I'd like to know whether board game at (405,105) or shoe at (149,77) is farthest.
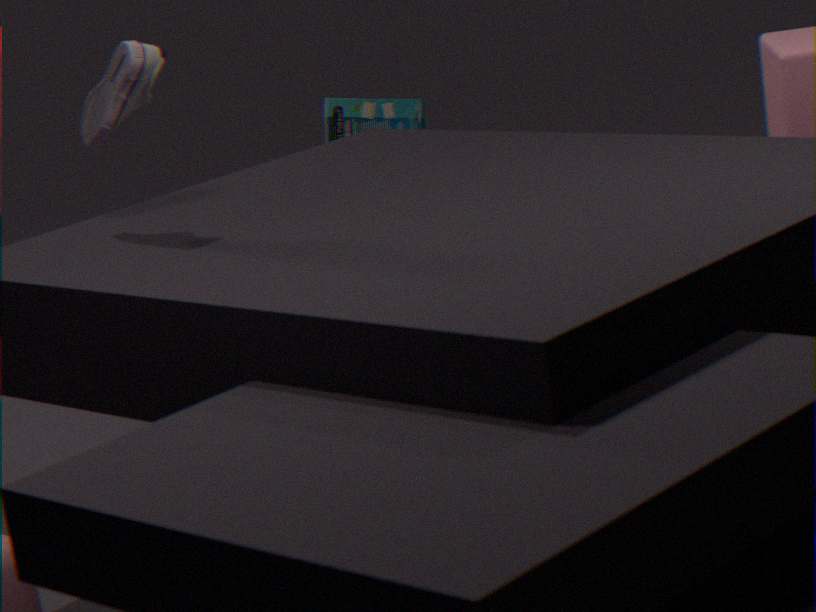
board game at (405,105)
